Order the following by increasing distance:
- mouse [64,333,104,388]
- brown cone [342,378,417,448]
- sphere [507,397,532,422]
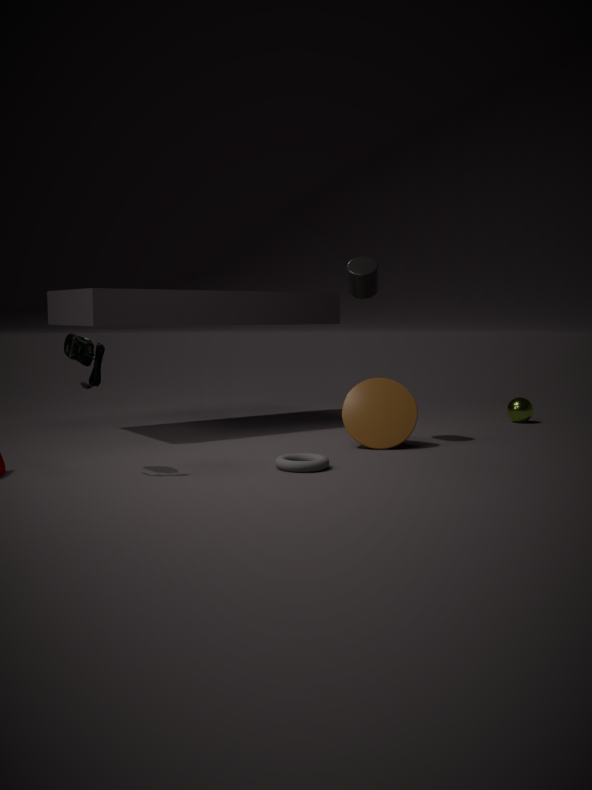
mouse [64,333,104,388] → brown cone [342,378,417,448] → sphere [507,397,532,422]
